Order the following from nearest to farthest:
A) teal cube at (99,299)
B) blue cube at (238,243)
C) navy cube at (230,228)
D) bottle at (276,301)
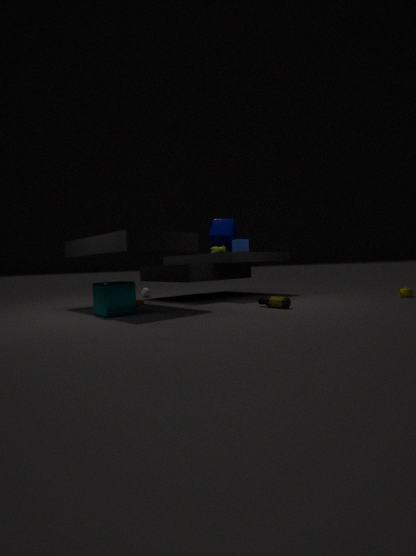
A. teal cube at (99,299) → D. bottle at (276,301) → B. blue cube at (238,243) → C. navy cube at (230,228)
